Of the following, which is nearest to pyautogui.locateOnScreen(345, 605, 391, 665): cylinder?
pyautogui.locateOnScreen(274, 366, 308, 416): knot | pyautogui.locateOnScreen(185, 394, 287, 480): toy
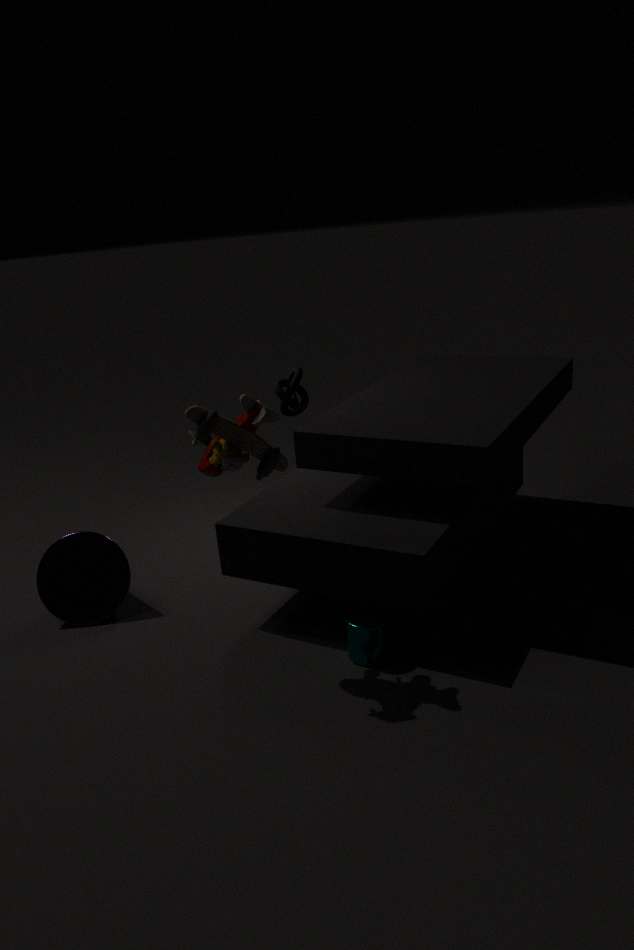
pyautogui.locateOnScreen(185, 394, 287, 480): toy
